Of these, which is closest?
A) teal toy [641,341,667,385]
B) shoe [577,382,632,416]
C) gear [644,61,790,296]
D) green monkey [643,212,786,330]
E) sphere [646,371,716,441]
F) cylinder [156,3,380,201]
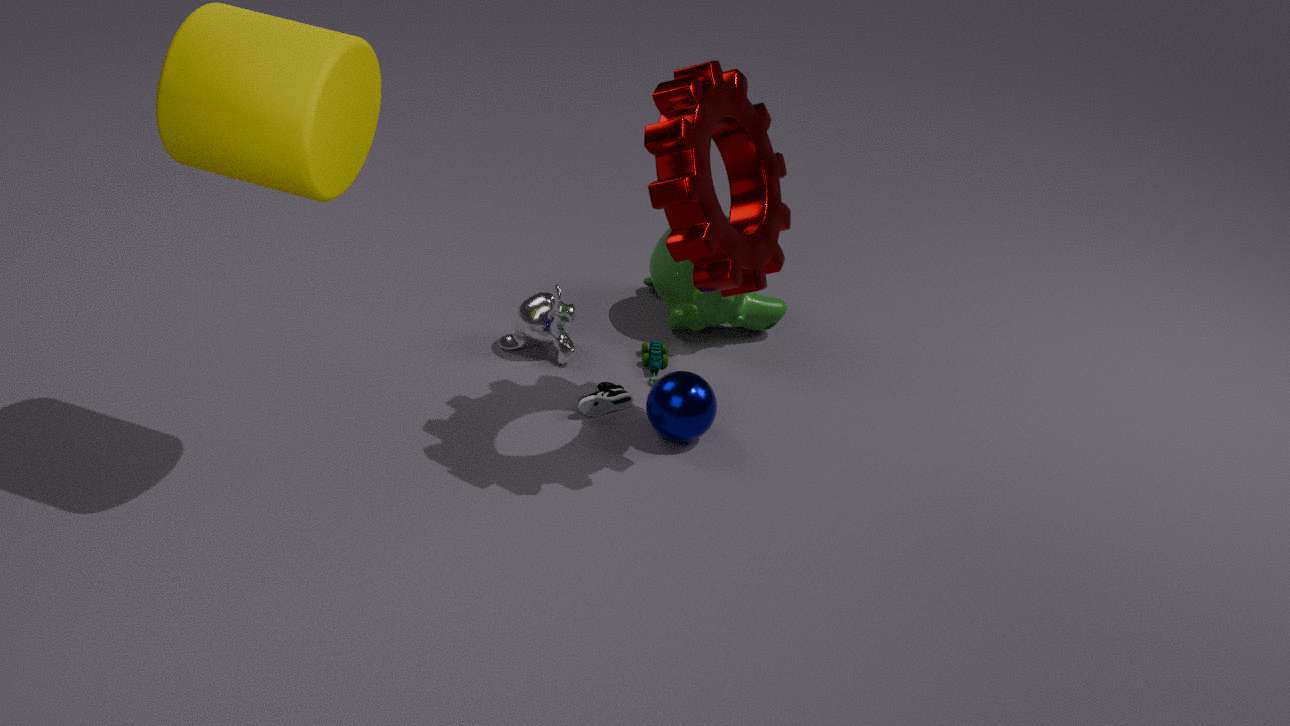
cylinder [156,3,380,201]
